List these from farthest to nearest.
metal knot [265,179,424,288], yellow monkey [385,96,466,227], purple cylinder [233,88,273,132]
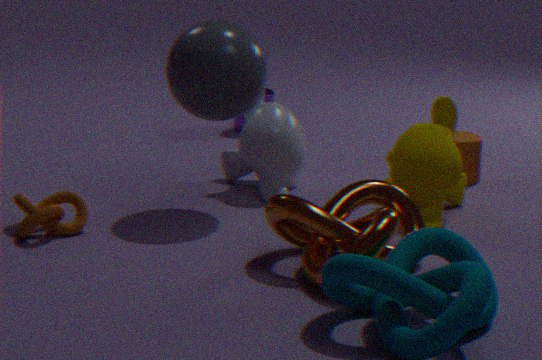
purple cylinder [233,88,273,132] < yellow monkey [385,96,466,227] < metal knot [265,179,424,288]
